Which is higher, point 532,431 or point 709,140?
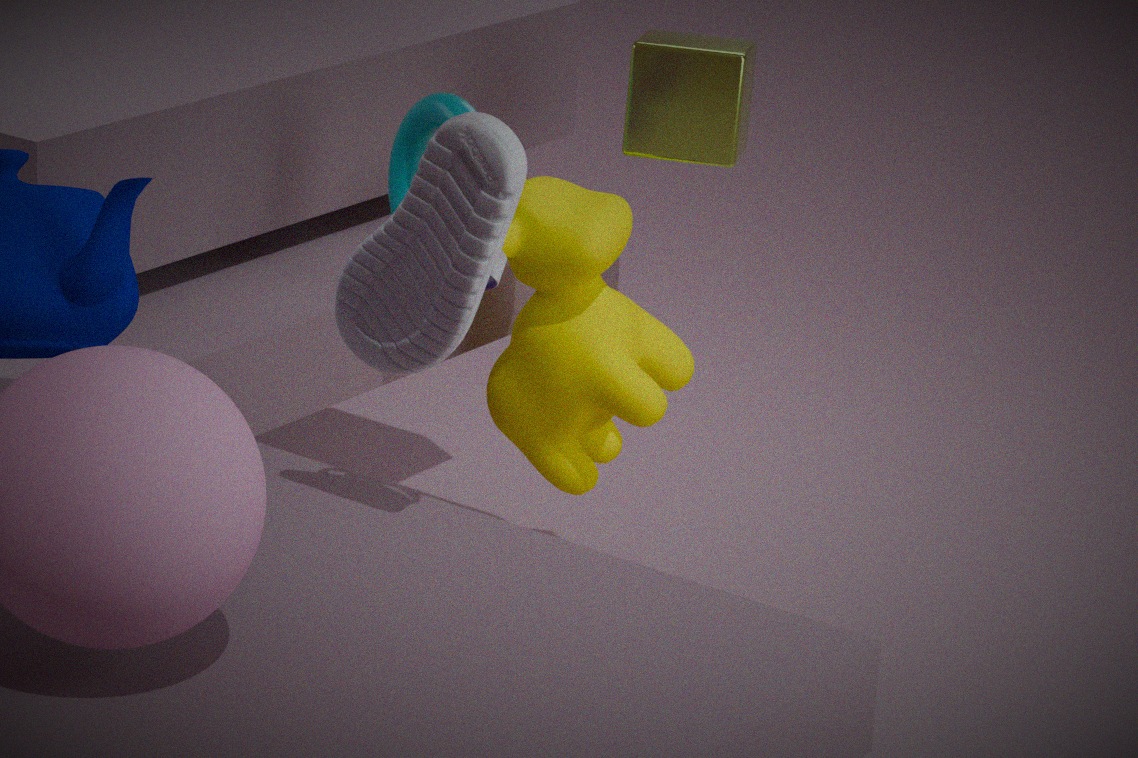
point 709,140
